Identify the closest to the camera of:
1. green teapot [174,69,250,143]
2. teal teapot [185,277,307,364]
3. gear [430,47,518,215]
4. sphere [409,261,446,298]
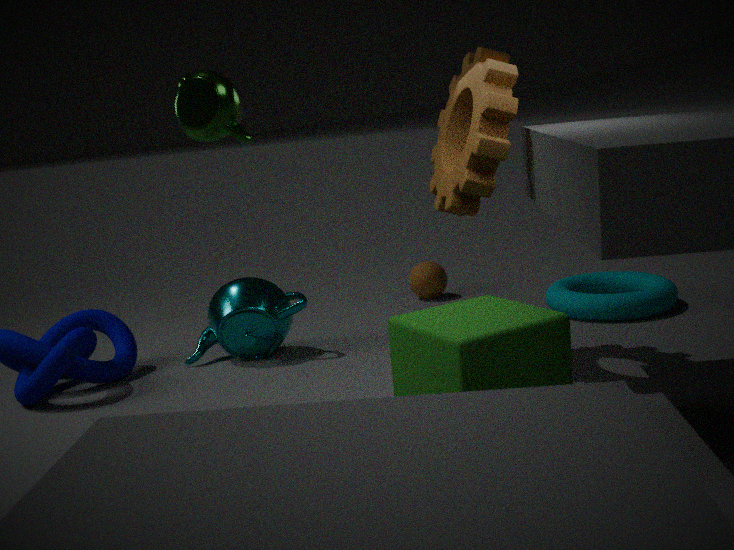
green teapot [174,69,250,143]
